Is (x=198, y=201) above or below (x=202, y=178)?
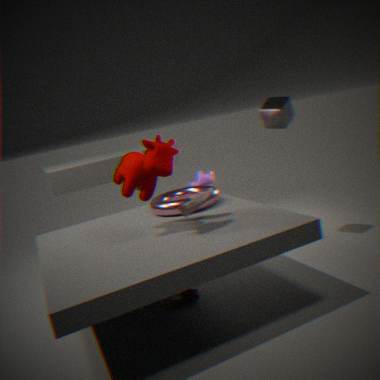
above
